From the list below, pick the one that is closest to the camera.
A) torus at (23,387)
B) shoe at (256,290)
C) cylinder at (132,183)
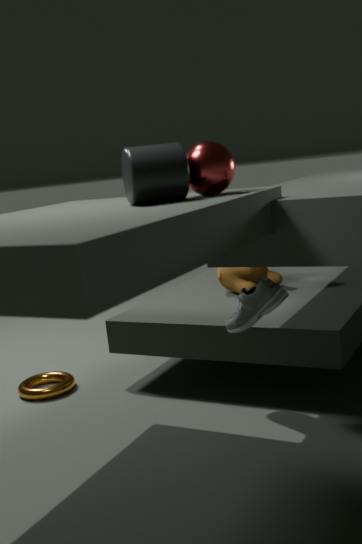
cylinder at (132,183)
